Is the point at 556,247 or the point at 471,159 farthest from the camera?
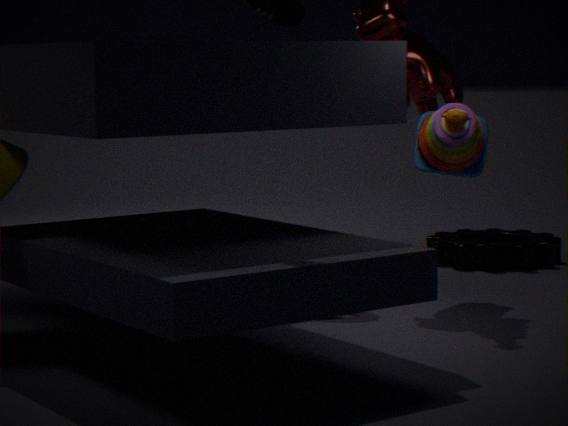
the point at 556,247
